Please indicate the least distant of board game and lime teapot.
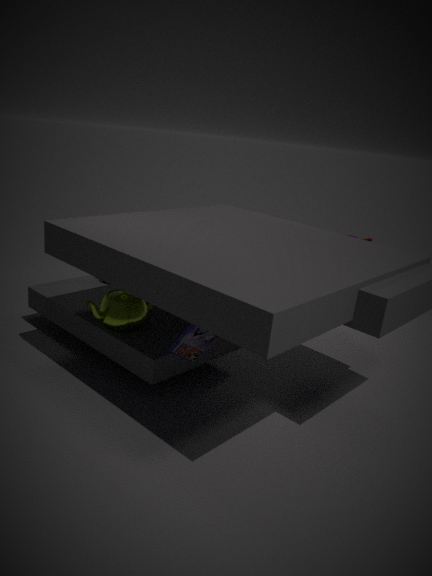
board game
